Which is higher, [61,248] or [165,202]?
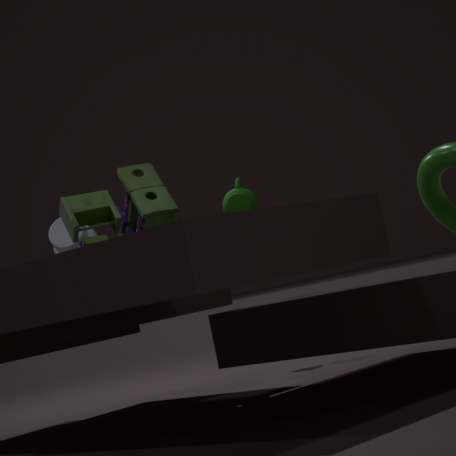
[165,202]
